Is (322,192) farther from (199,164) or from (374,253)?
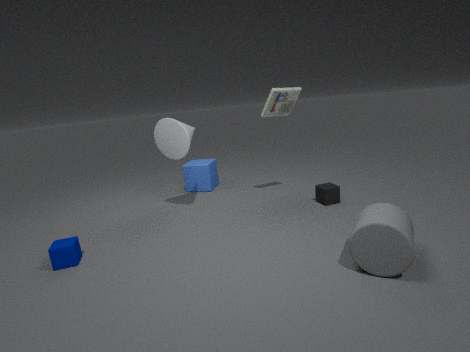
(199,164)
